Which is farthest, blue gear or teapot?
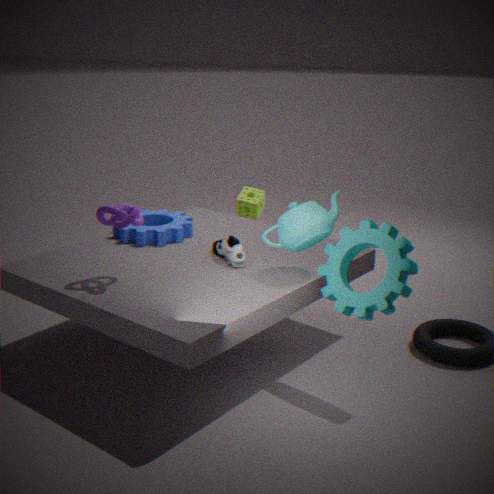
blue gear
